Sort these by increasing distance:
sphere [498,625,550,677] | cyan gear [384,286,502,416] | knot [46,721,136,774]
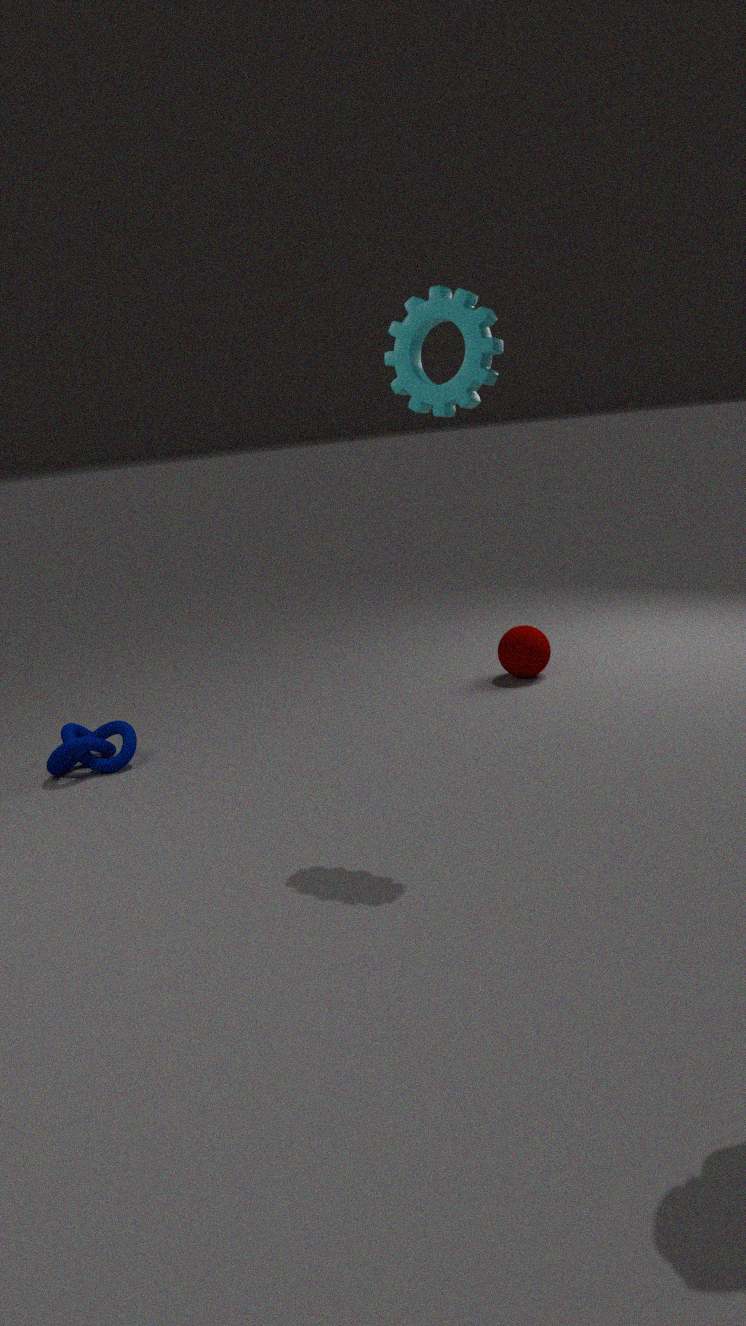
cyan gear [384,286,502,416] < knot [46,721,136,774] < sphere [498,625,550,677]
